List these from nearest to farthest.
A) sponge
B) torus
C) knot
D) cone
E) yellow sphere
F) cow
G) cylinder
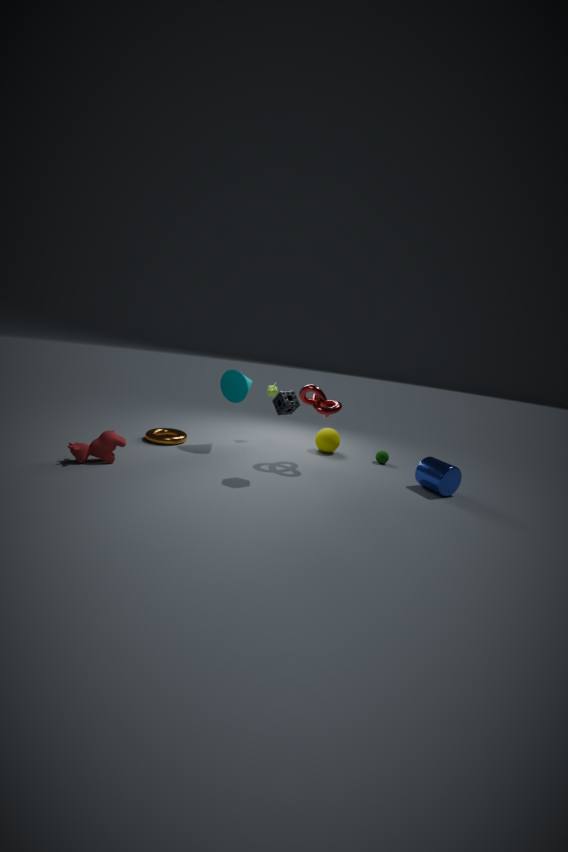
cow, sponge, cylinder, knot, cone, torus, yellow sphere
